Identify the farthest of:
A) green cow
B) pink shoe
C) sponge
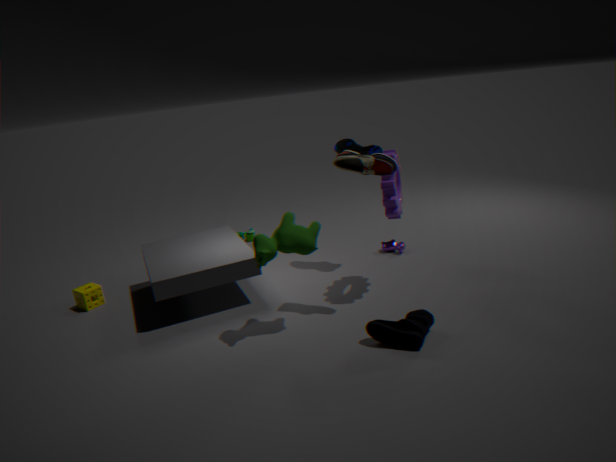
sponge
